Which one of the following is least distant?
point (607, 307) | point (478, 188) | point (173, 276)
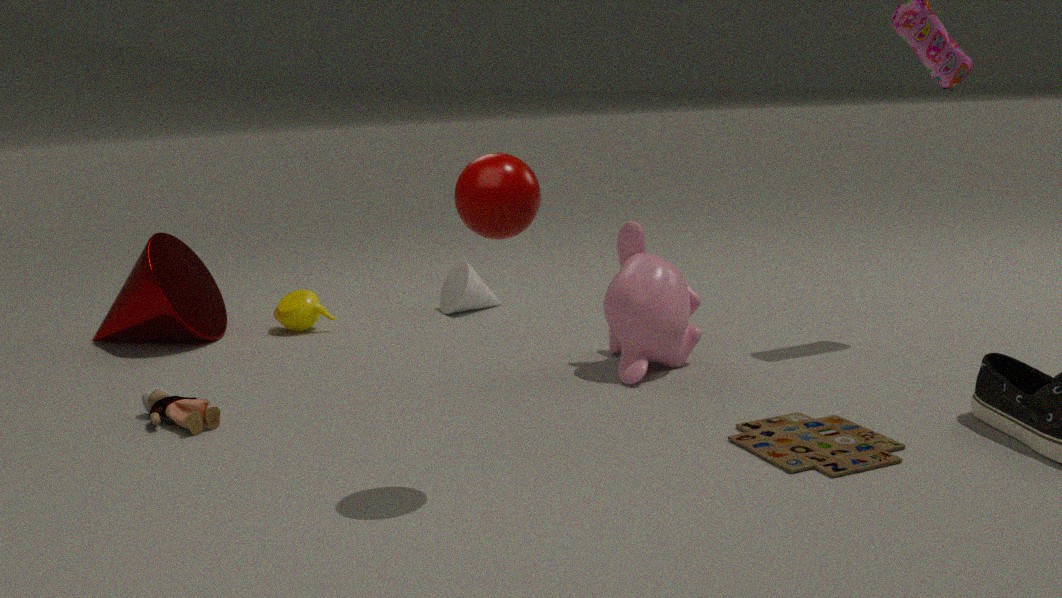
point (478, 188)
